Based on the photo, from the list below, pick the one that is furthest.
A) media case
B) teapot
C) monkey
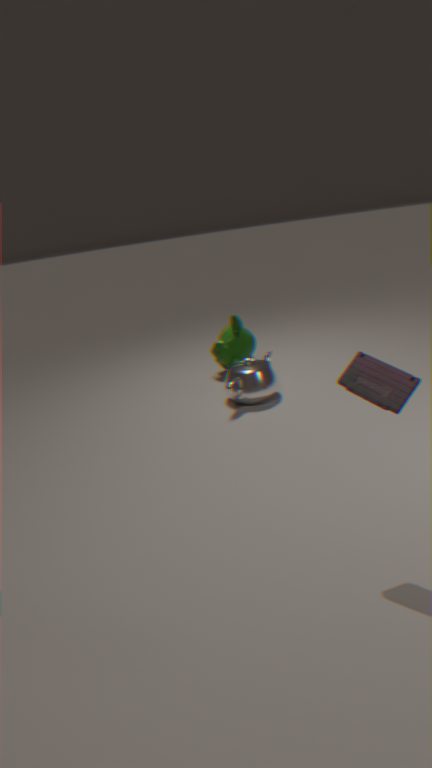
monkey
